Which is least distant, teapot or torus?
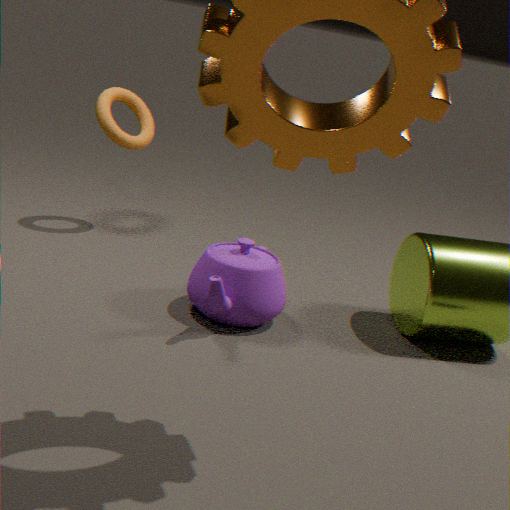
teapot
